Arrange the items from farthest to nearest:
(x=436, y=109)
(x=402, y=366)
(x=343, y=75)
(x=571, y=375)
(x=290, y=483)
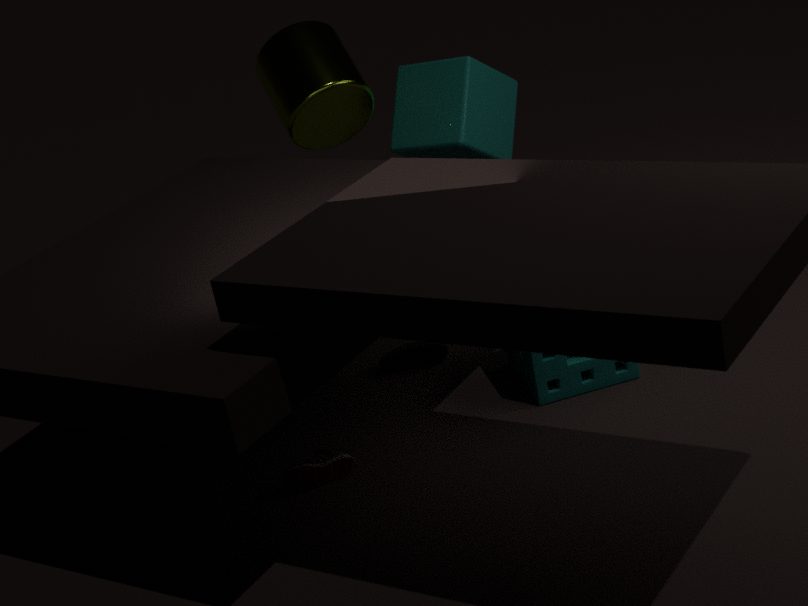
(x=436, y=109) < (x=343, y=75) < (x=402, y=366) < (x=571, y=375) < (x=290, y=483)
